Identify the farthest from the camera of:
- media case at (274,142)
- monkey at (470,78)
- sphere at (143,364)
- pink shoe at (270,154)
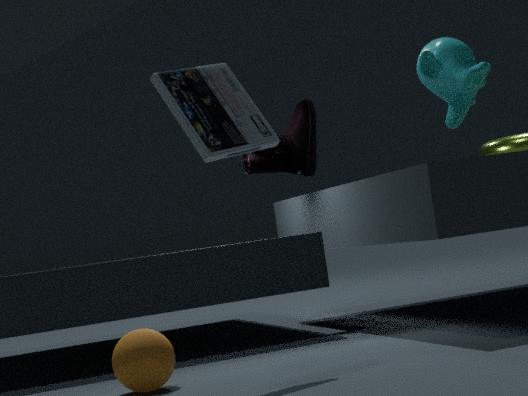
monkey at (470,78)
